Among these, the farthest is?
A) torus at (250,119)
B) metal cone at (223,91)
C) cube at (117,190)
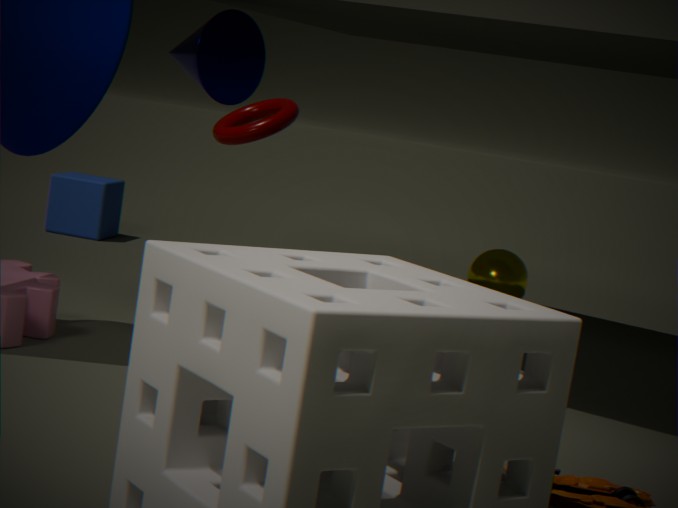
cube at (117,190)
